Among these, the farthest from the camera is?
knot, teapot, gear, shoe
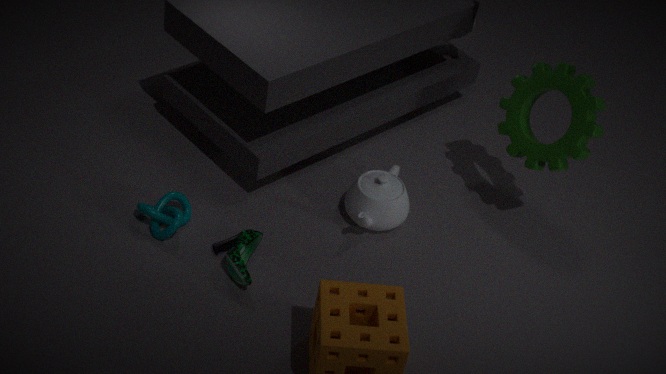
teapot
